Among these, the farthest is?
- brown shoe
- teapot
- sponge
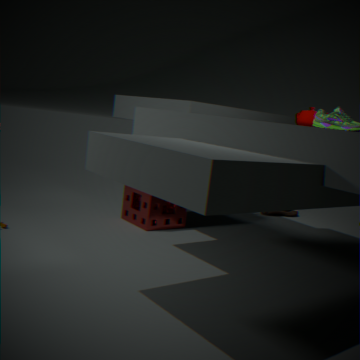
brown shoe
